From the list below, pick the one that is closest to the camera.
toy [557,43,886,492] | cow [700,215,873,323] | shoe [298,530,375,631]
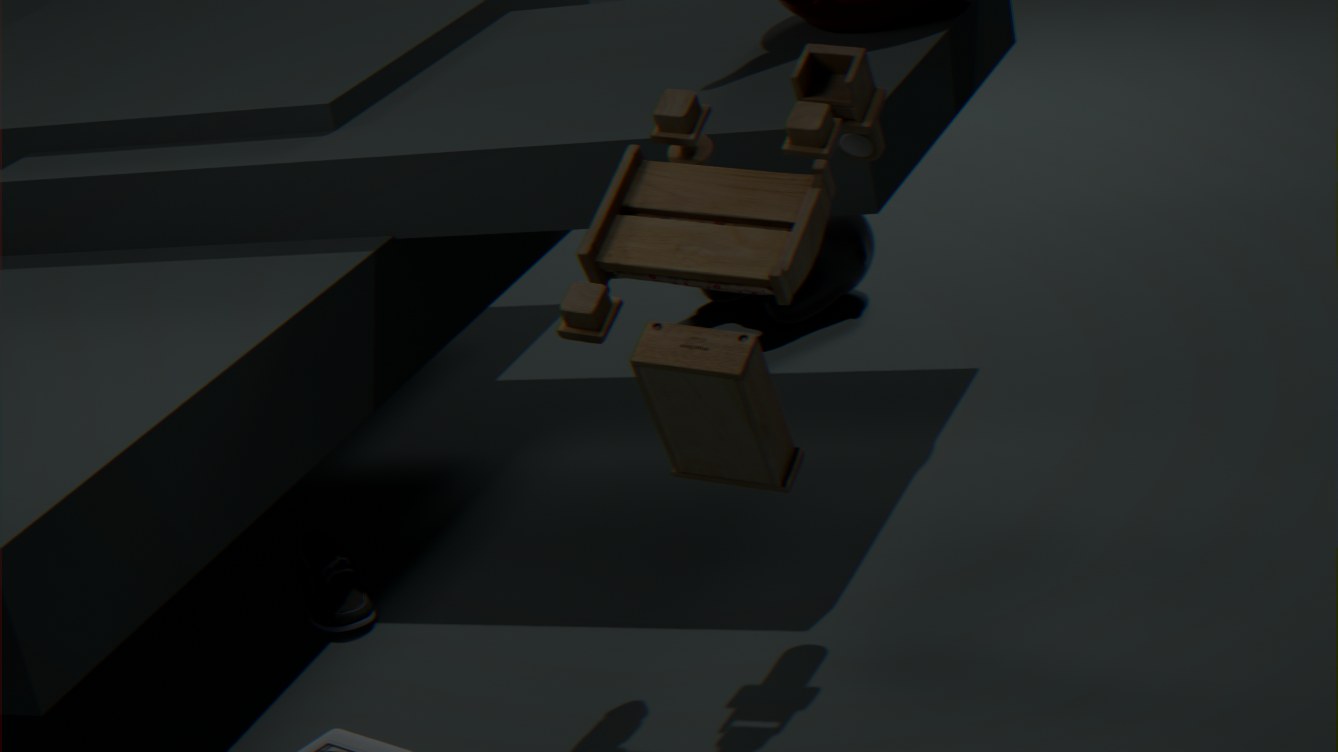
toy [557,43,886,492]
